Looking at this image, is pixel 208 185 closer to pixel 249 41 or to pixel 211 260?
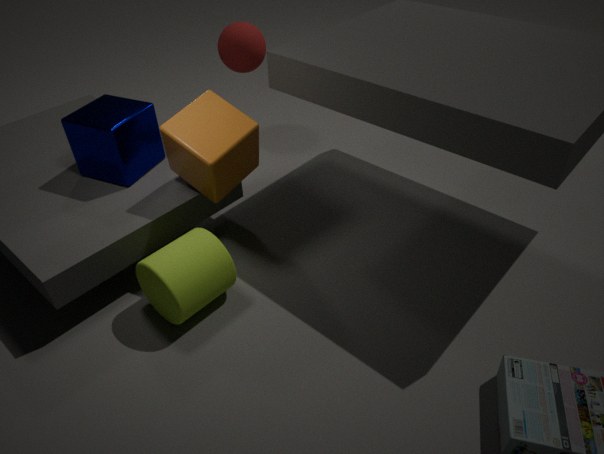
pixel 211 260
